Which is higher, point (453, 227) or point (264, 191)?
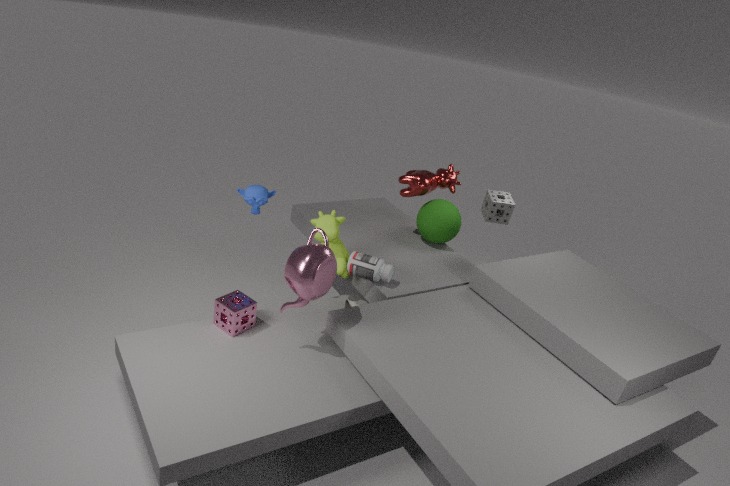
point (264, 191)
